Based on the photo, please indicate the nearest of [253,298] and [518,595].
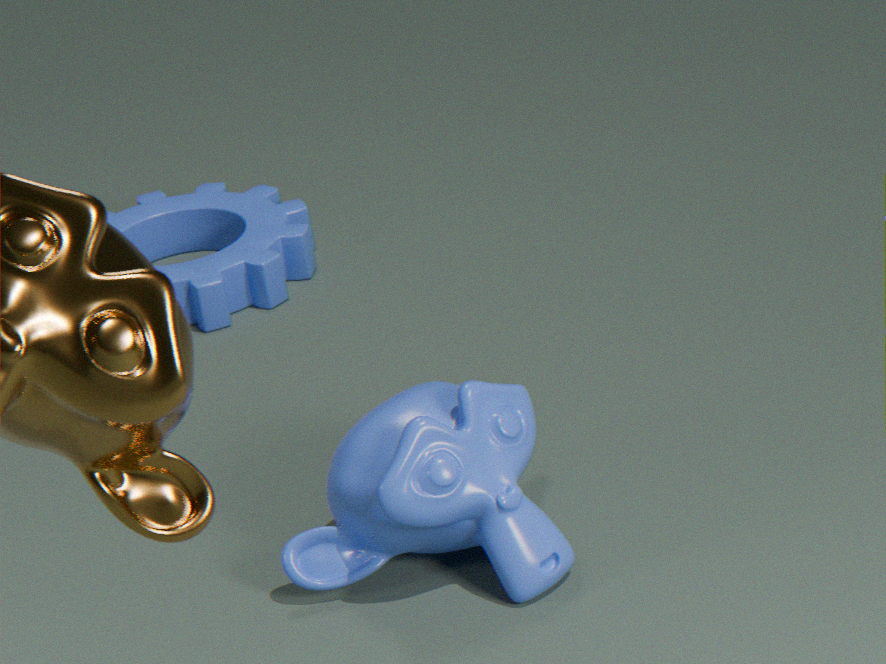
[518,595]
